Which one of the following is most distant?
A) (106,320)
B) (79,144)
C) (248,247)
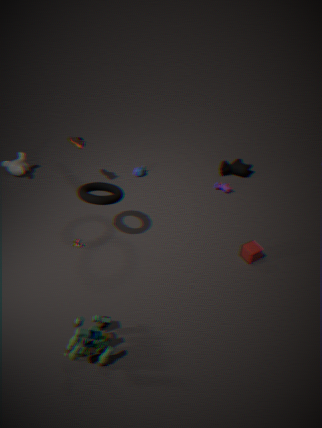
(79,144)
